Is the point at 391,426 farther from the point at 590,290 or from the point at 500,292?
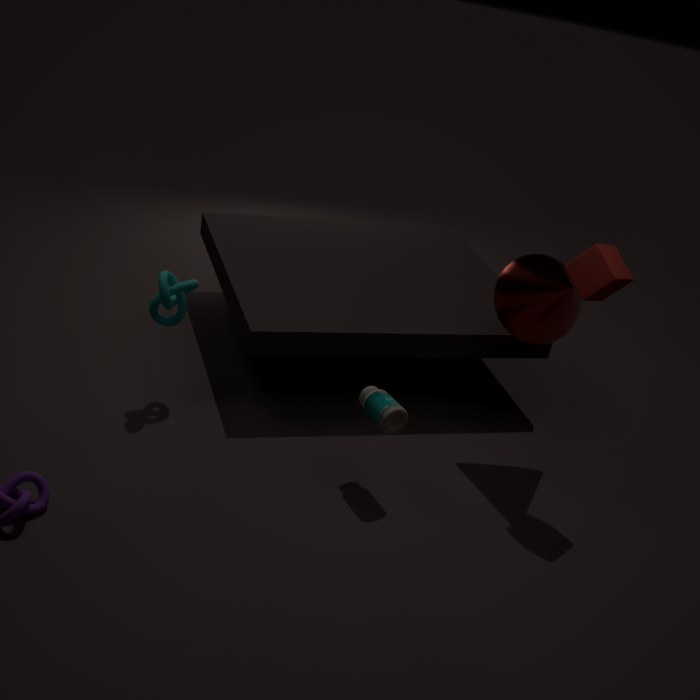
the point at 590,290
